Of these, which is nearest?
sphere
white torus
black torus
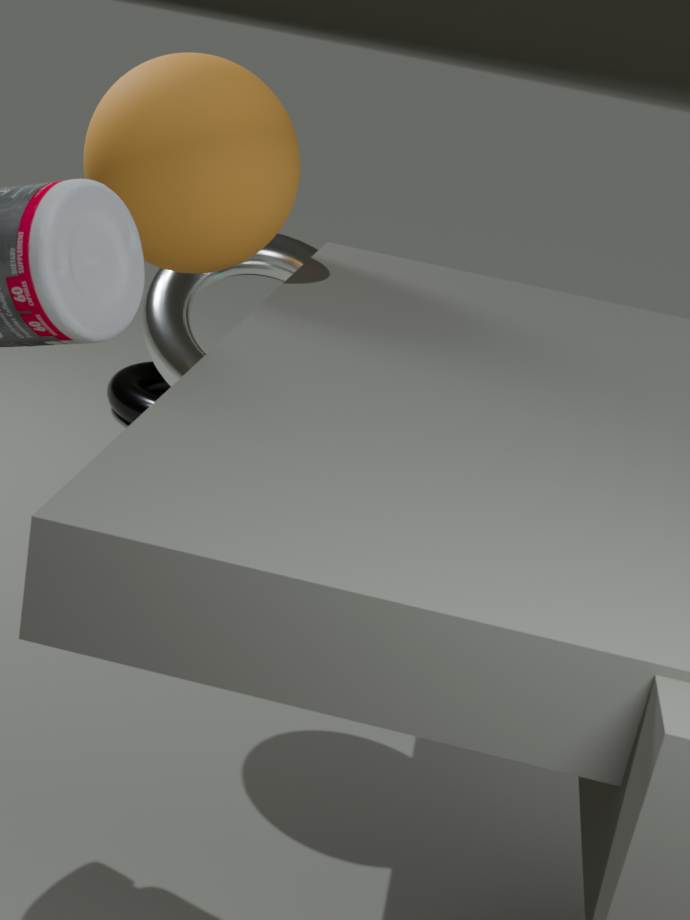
sphere
